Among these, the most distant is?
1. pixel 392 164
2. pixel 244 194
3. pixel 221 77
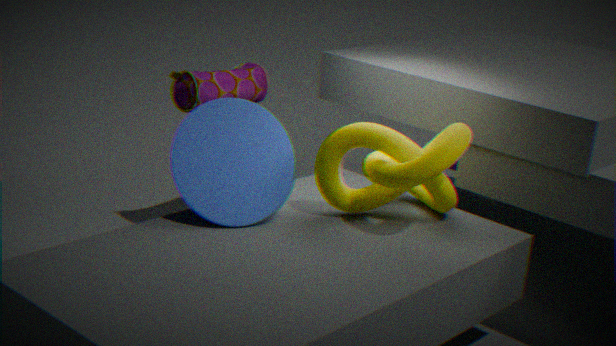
pixel 221 77
